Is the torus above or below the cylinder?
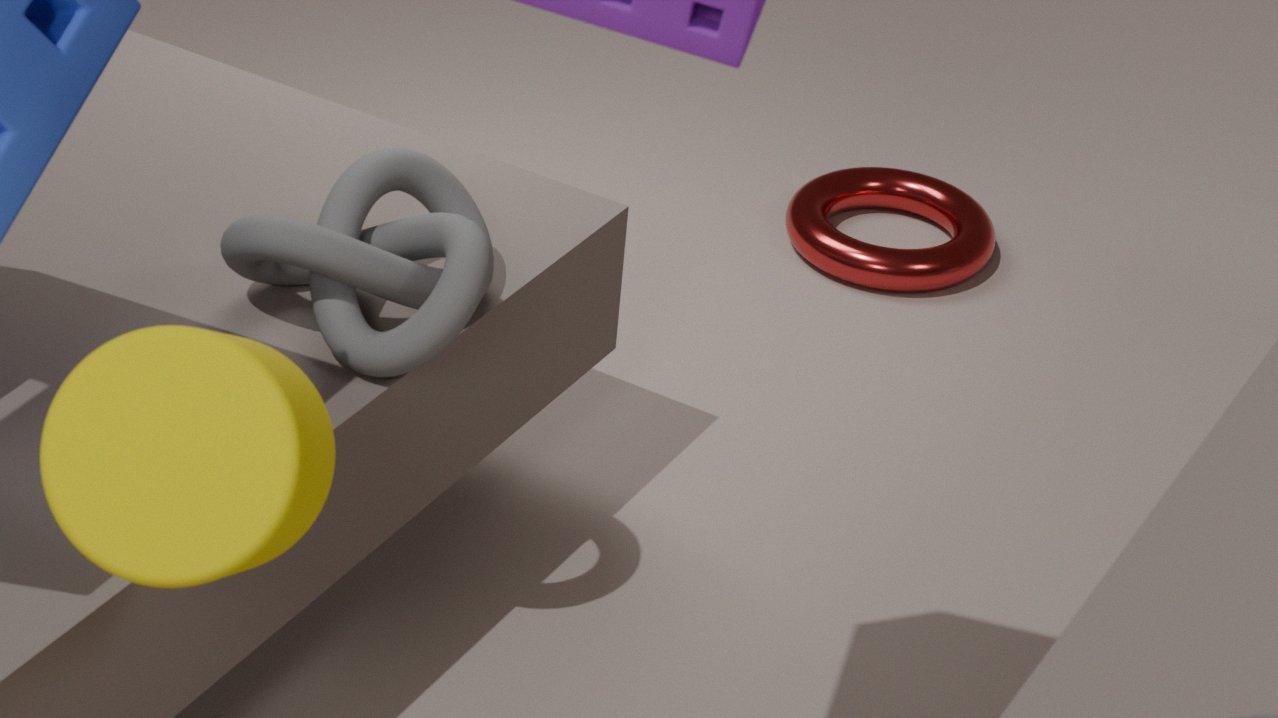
below
